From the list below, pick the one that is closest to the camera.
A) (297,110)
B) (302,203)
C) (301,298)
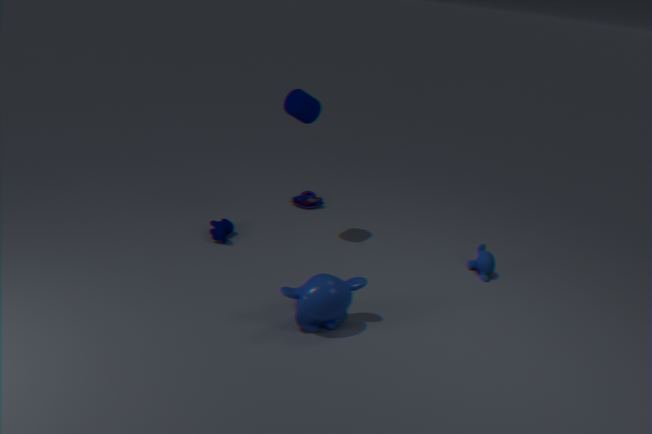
(301,298)
